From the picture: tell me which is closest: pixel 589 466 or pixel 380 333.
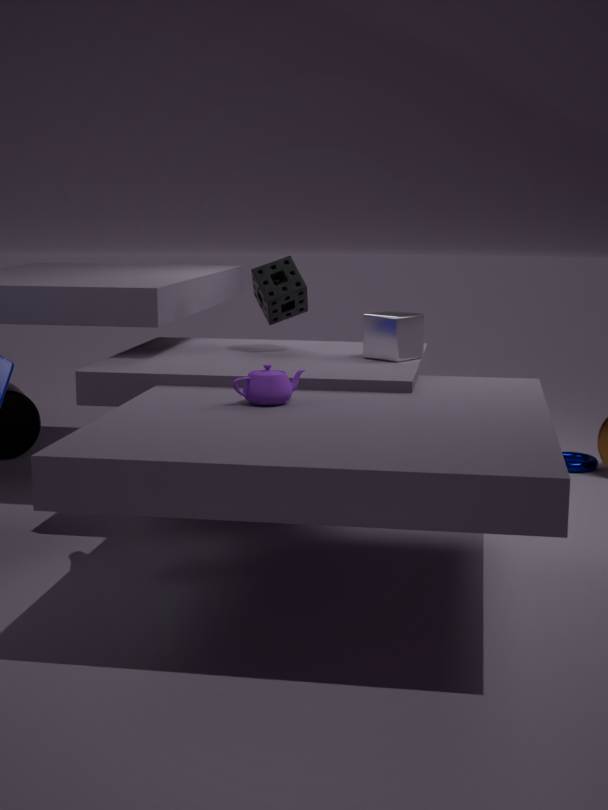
pixel 380 333
